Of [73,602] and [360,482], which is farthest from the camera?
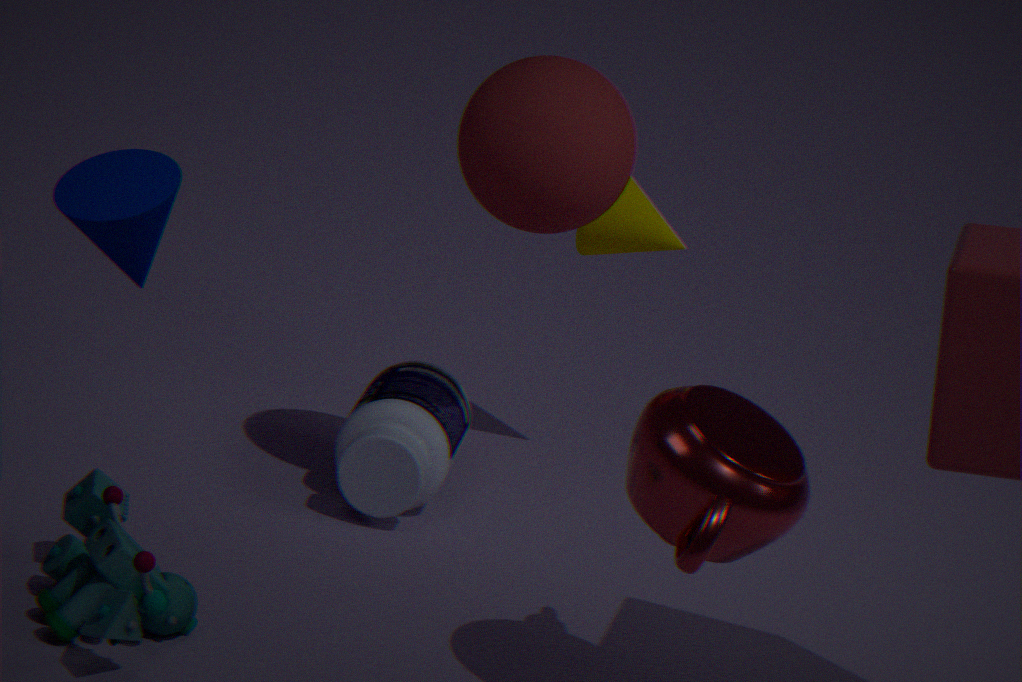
[360,482]
